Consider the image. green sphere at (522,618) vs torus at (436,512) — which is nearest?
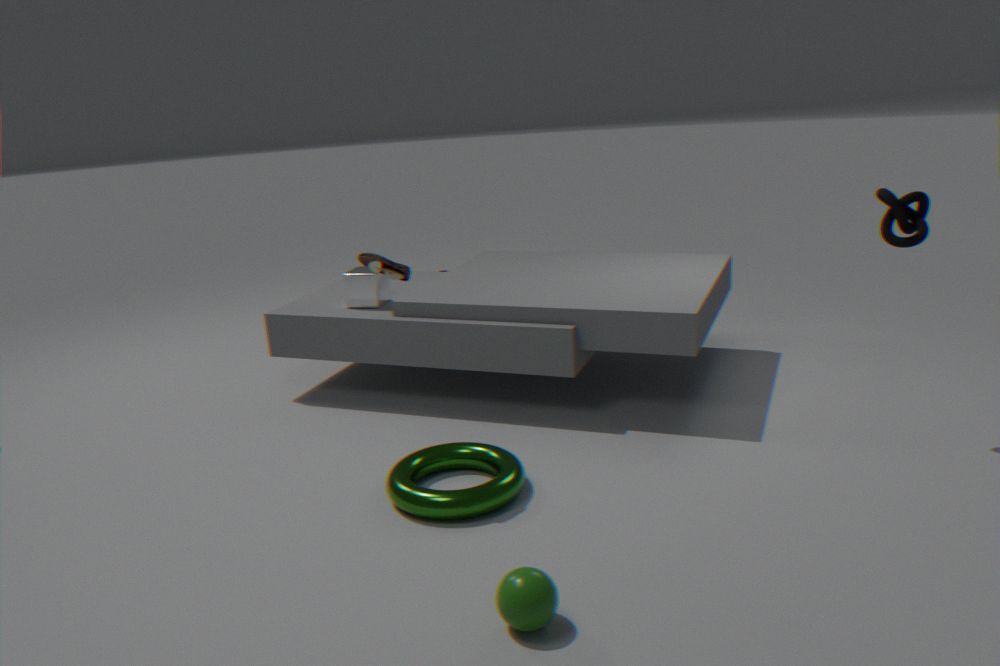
green sphere at (522,618)
